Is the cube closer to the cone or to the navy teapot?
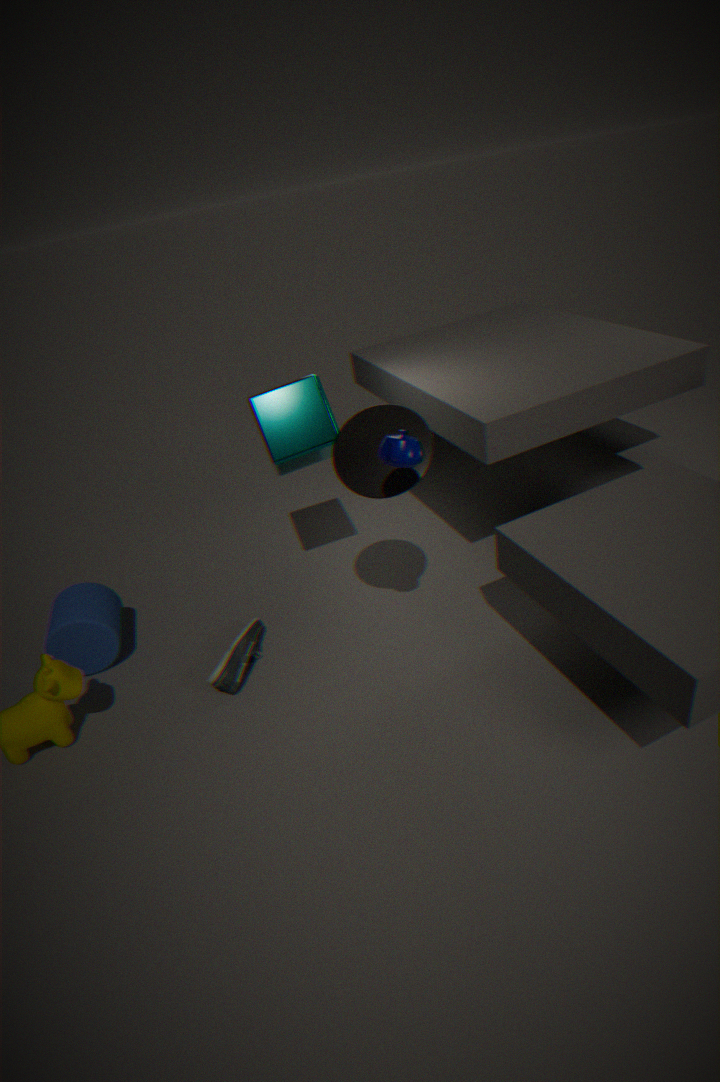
the cone
